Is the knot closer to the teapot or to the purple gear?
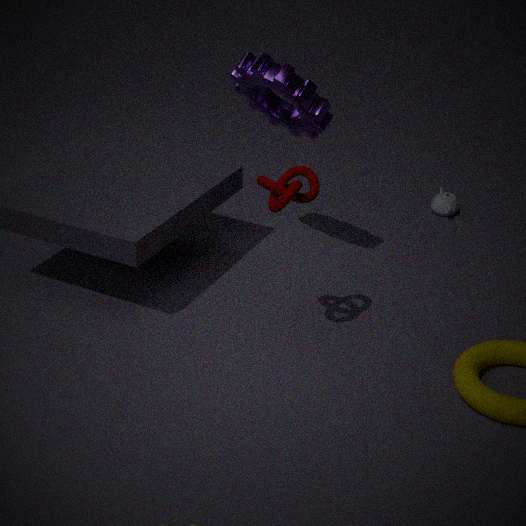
the purple gear
